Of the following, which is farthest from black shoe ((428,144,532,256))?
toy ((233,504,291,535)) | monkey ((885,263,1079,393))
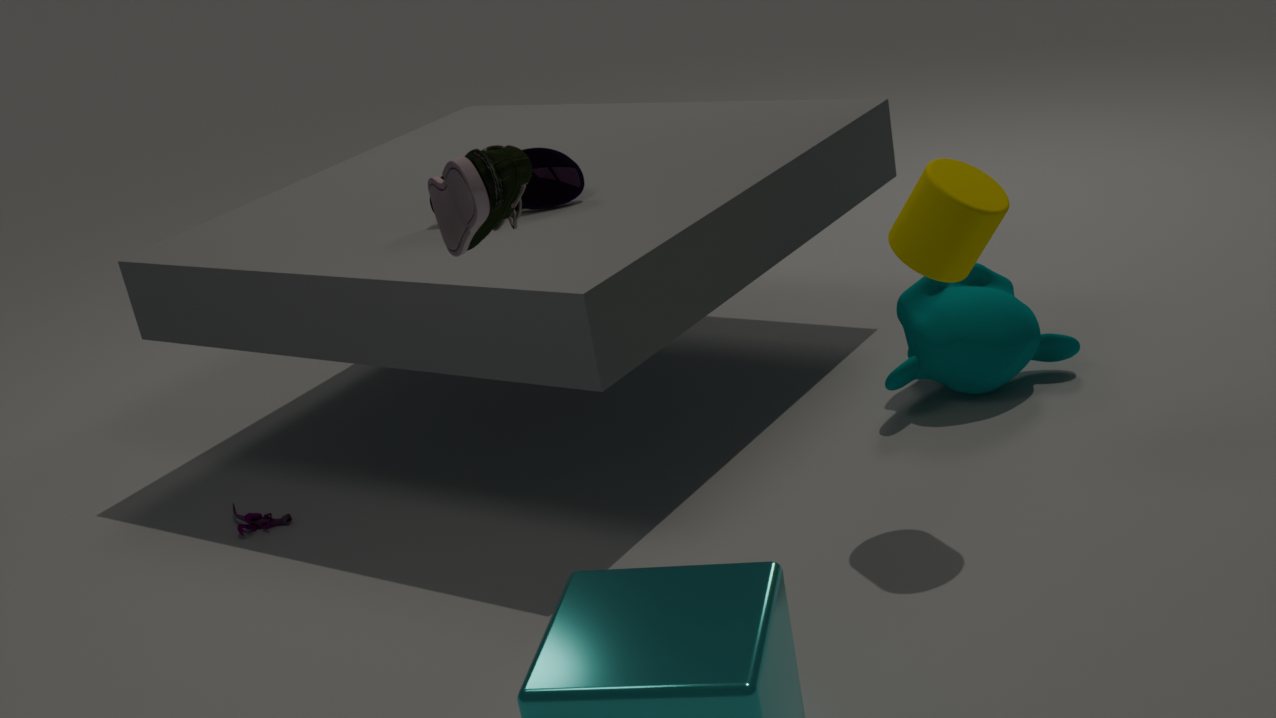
toy ((233,504,291,535))
